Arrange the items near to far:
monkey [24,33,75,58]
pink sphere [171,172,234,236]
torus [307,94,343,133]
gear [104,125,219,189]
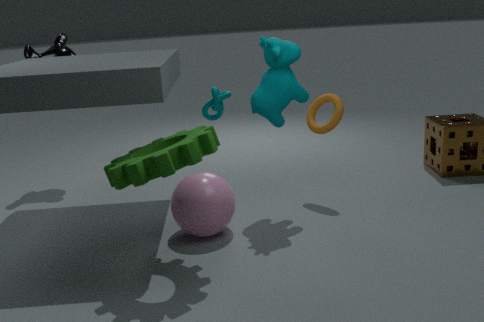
gear [104,125,219,189]
pink sphere [171,172,234,236]
torus [307,94,343,133]
monkey [24,33,75,58]
